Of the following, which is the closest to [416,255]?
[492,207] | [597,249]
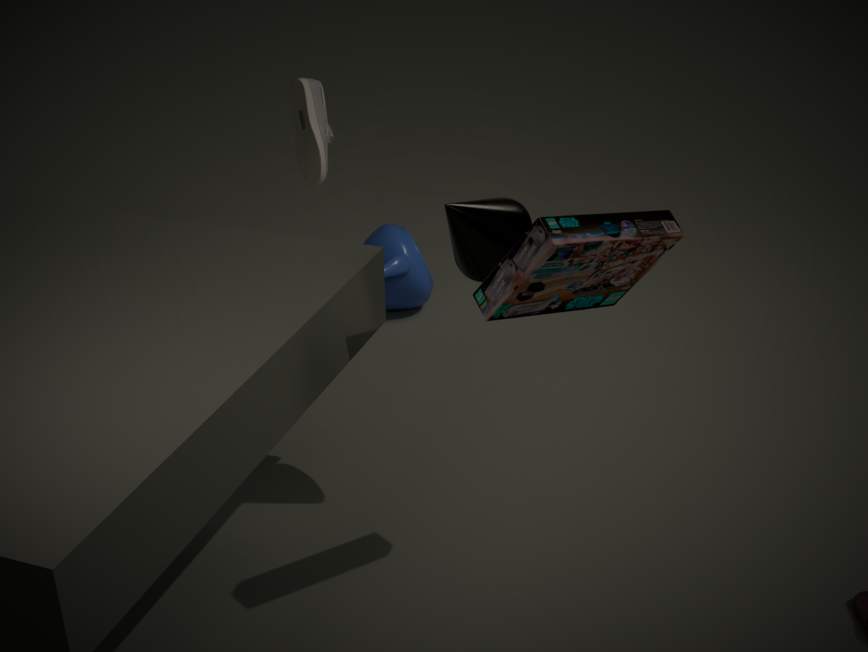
[492,207]
